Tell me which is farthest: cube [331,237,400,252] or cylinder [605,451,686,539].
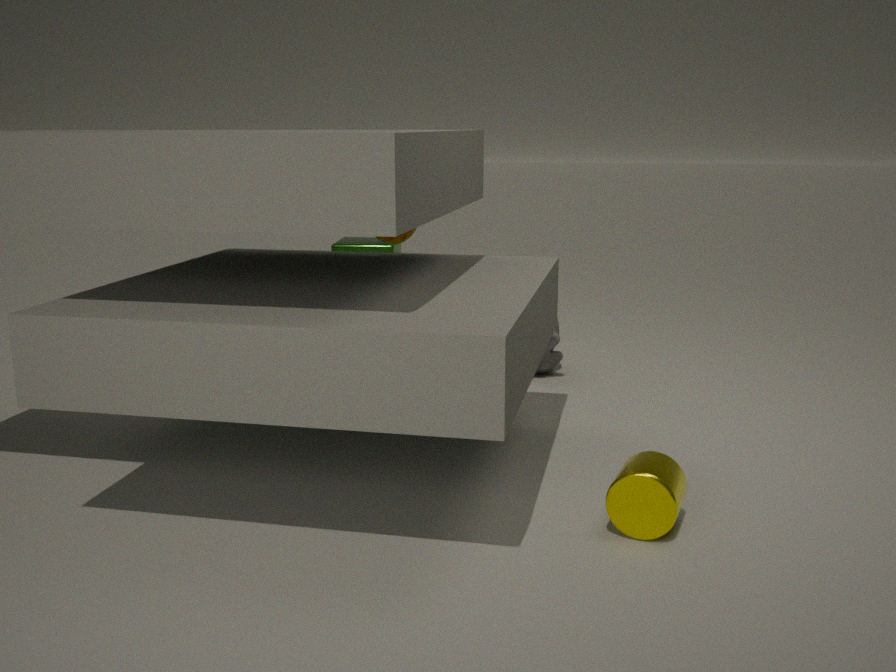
cube [331,237,400,252]
